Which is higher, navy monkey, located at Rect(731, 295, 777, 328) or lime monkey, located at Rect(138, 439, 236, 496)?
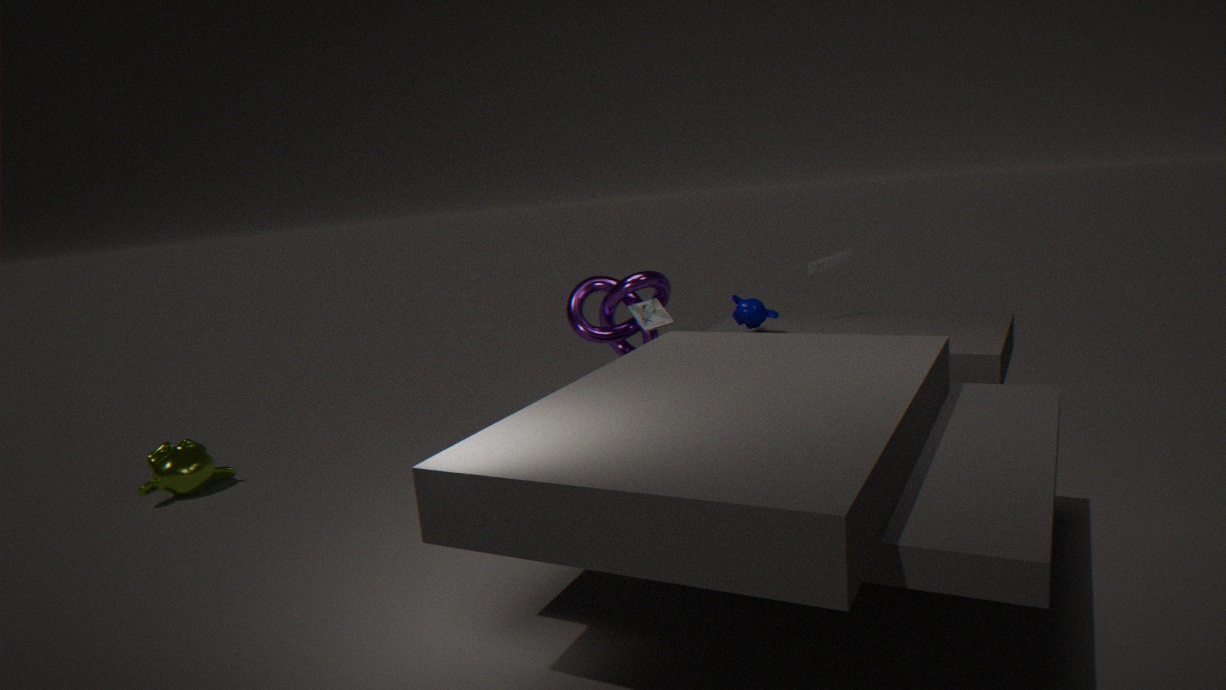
navy monkey, located at Rect(731, 295, 777, 328)
